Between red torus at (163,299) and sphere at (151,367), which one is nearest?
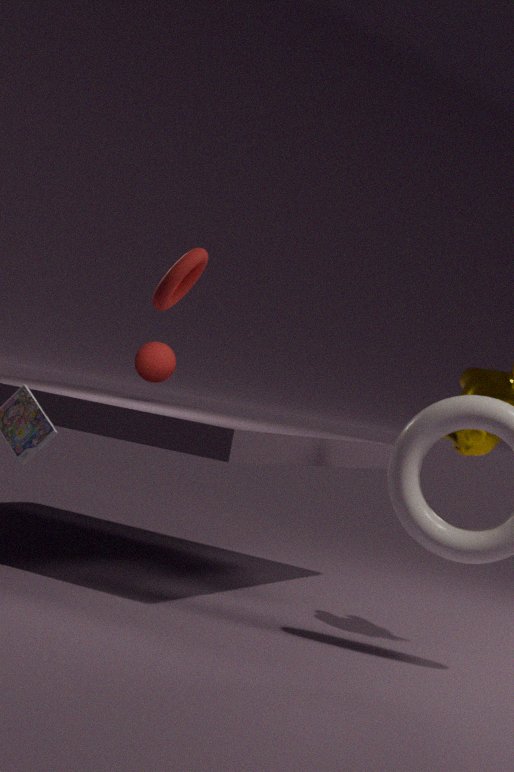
red torus at (163,299)
